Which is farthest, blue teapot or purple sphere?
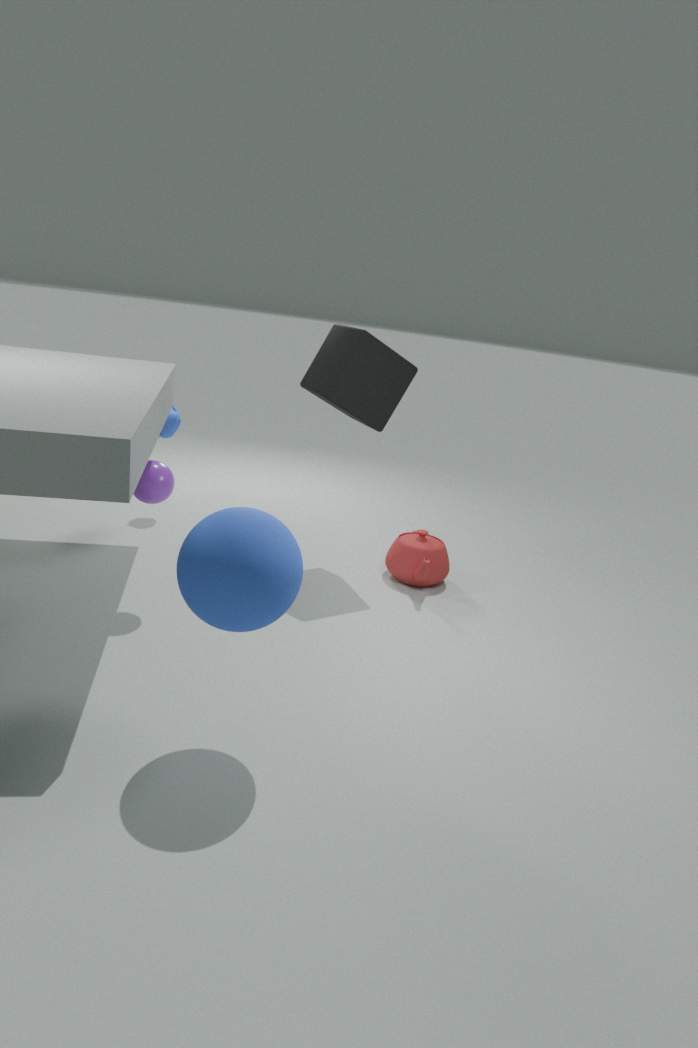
blue teapot
